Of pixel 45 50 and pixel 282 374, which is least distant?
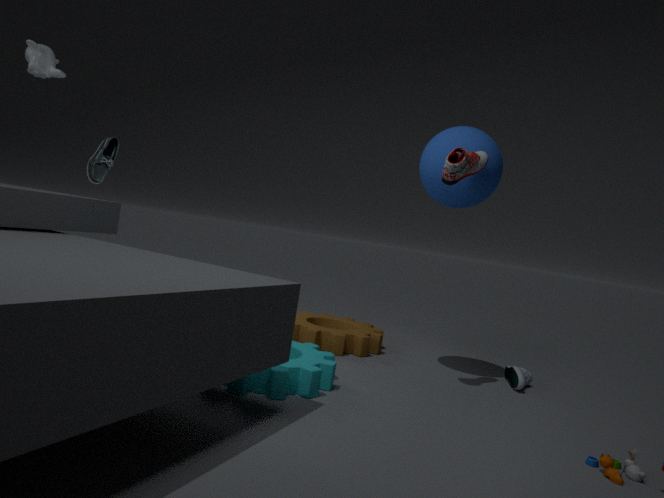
pixel 282 374
